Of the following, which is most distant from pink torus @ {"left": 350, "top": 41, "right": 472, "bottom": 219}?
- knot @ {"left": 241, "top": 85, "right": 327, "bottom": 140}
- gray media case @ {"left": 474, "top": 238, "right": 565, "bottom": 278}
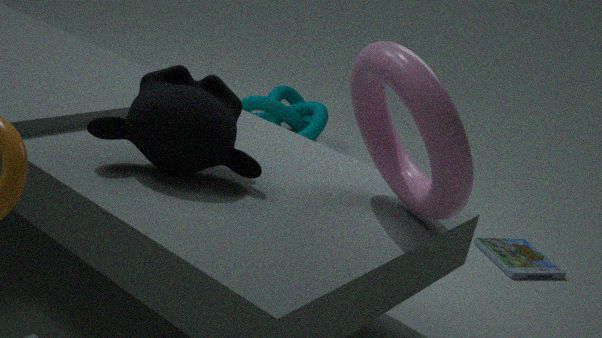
knot @ {"left": 241, "top": 85, "right": 327, "bottom": 140}
